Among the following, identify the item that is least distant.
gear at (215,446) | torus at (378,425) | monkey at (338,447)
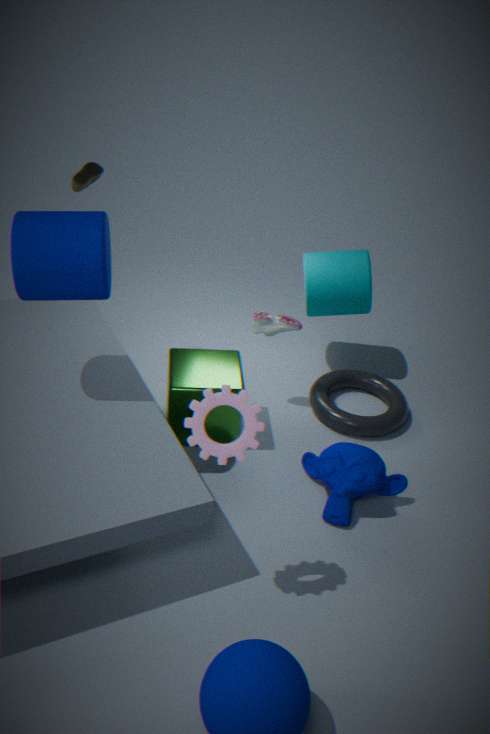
gear at (215,446)
